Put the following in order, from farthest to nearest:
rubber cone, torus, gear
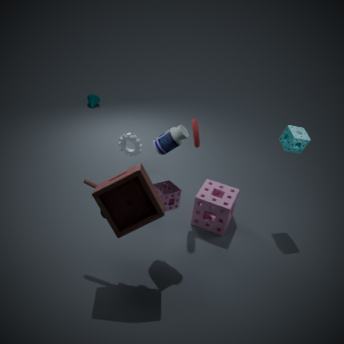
rubber cone → gear → torus
